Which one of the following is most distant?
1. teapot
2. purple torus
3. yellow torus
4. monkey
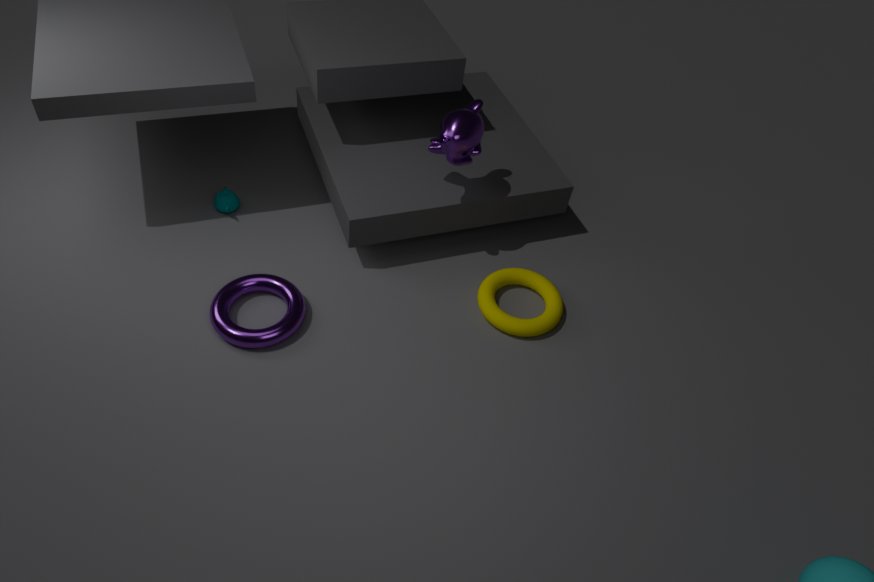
teapot
